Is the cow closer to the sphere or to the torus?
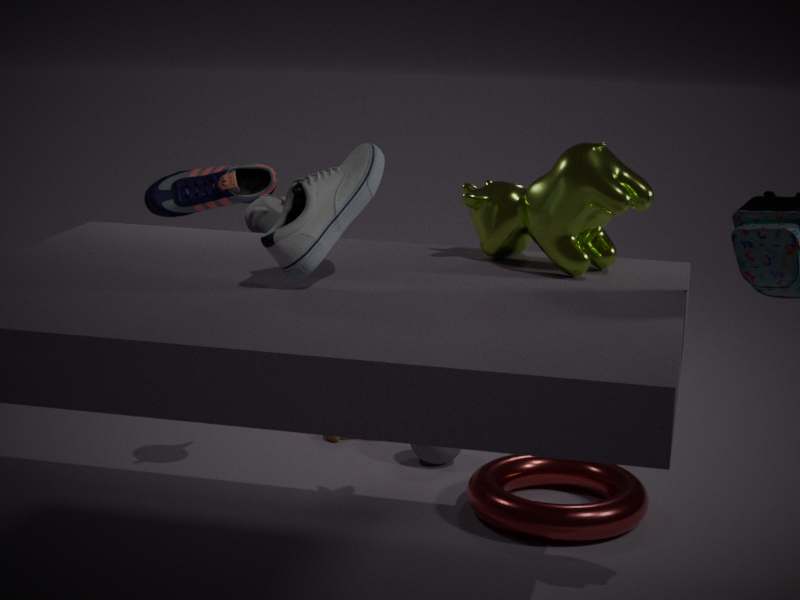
the torus
